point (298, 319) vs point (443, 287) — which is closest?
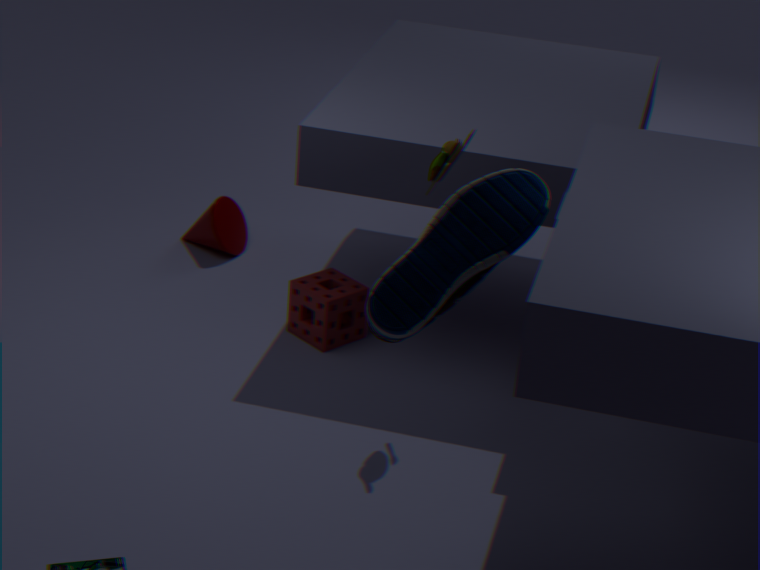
point (443, 287)
